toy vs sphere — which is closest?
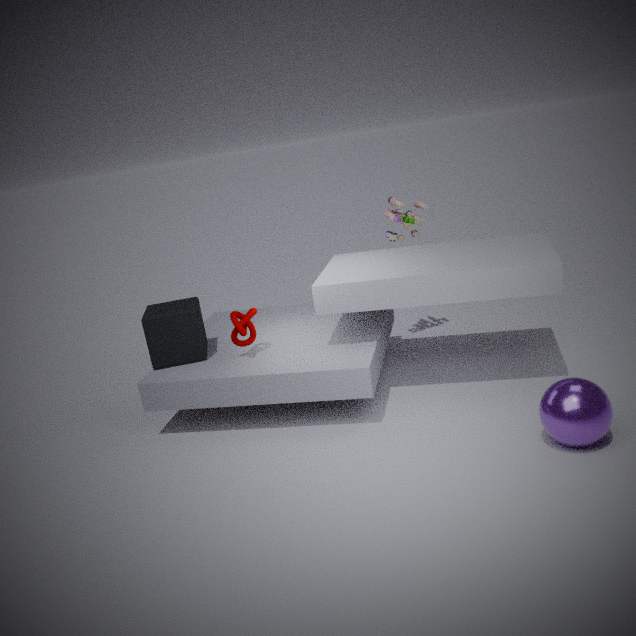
sphere
